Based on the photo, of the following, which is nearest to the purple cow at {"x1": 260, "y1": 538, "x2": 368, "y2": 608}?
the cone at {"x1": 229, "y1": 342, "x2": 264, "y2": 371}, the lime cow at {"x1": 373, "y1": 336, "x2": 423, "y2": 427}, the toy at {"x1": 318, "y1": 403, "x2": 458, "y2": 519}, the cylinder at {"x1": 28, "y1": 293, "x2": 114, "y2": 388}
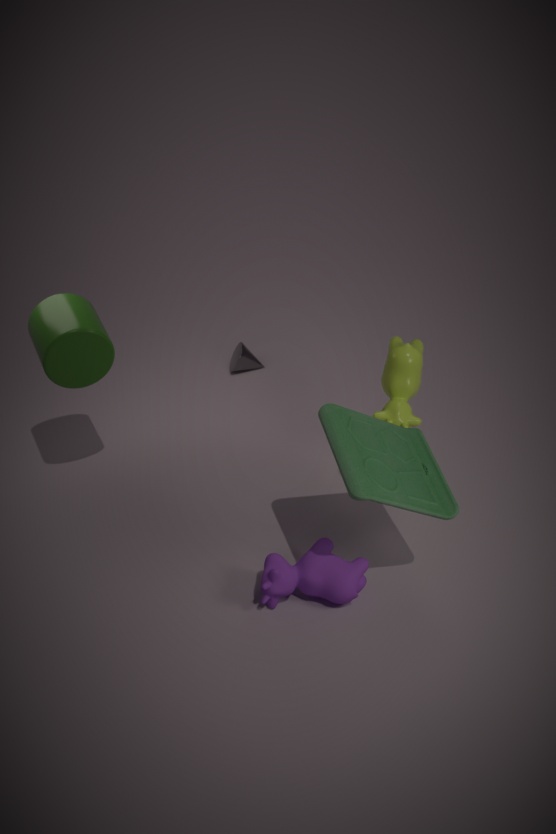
the toy at {"x1": 318, "y1": 403, "x2": 458, "y2": 519}
